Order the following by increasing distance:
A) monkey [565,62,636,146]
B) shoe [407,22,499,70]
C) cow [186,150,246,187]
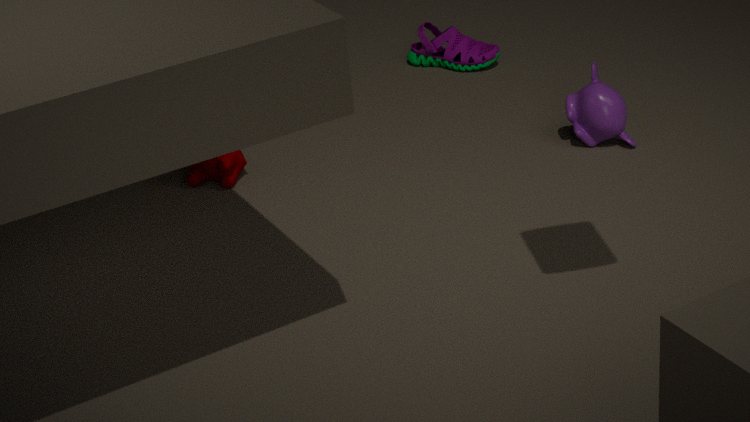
monkey [565,62,636,146]
cow [186,150,246,187]
shoe [407,22,499,70]
